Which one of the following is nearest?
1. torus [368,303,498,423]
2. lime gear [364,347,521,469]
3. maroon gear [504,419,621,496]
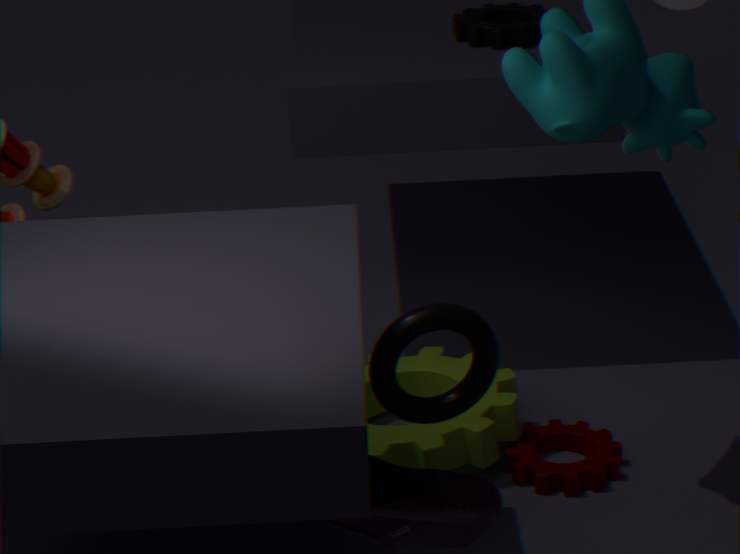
torus [368,303,498,423]
